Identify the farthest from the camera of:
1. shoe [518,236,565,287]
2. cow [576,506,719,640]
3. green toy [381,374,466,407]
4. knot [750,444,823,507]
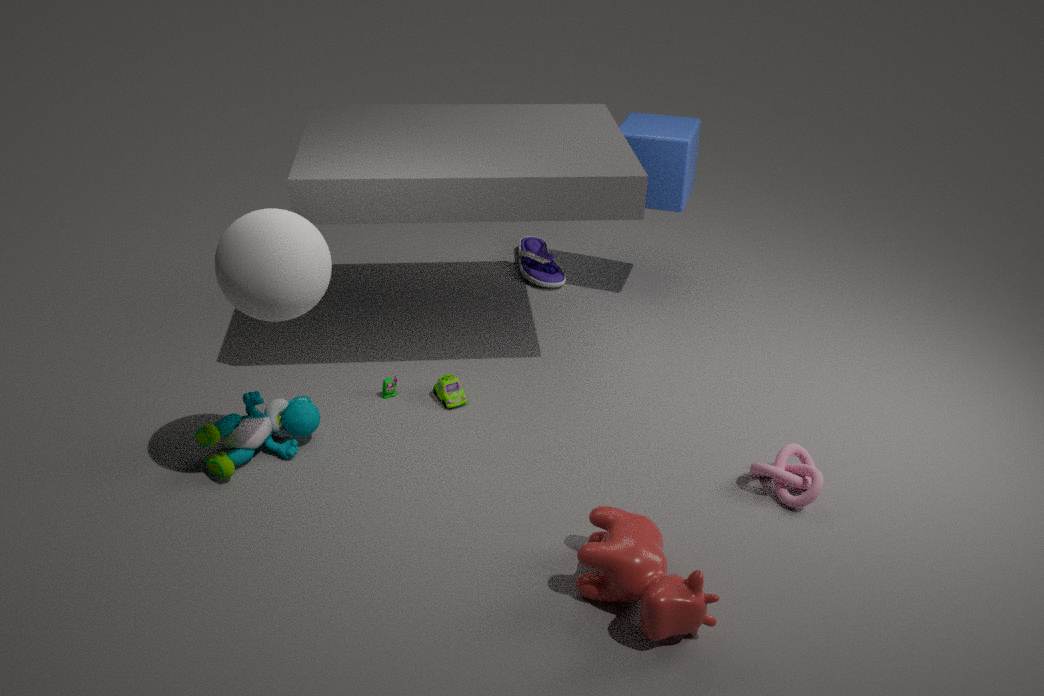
shoe [518,236,565,287]
